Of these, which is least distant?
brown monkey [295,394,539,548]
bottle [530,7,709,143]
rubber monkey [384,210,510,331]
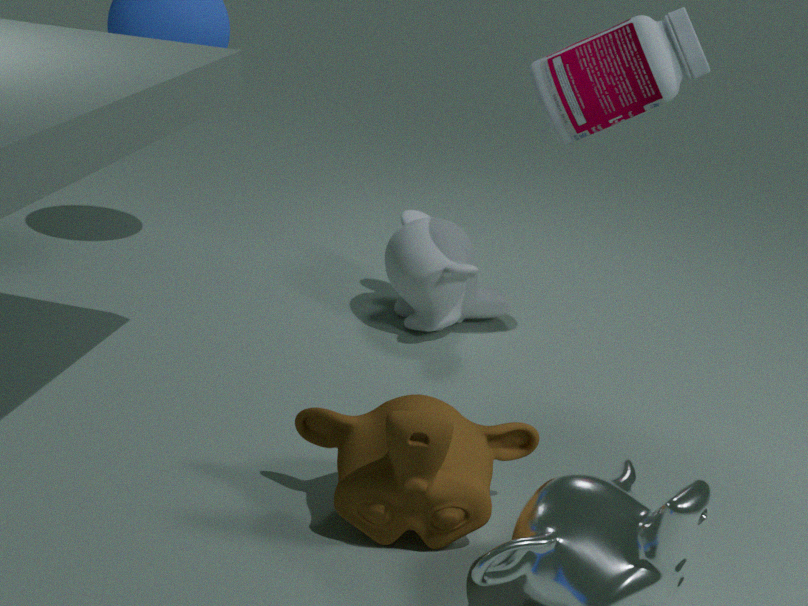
brown monkey [295,394,539,548]
